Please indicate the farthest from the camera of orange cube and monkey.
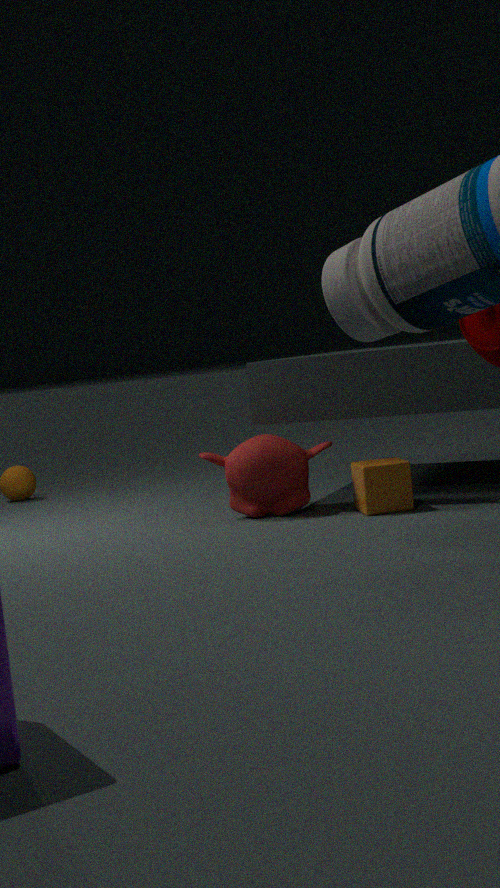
monkey
